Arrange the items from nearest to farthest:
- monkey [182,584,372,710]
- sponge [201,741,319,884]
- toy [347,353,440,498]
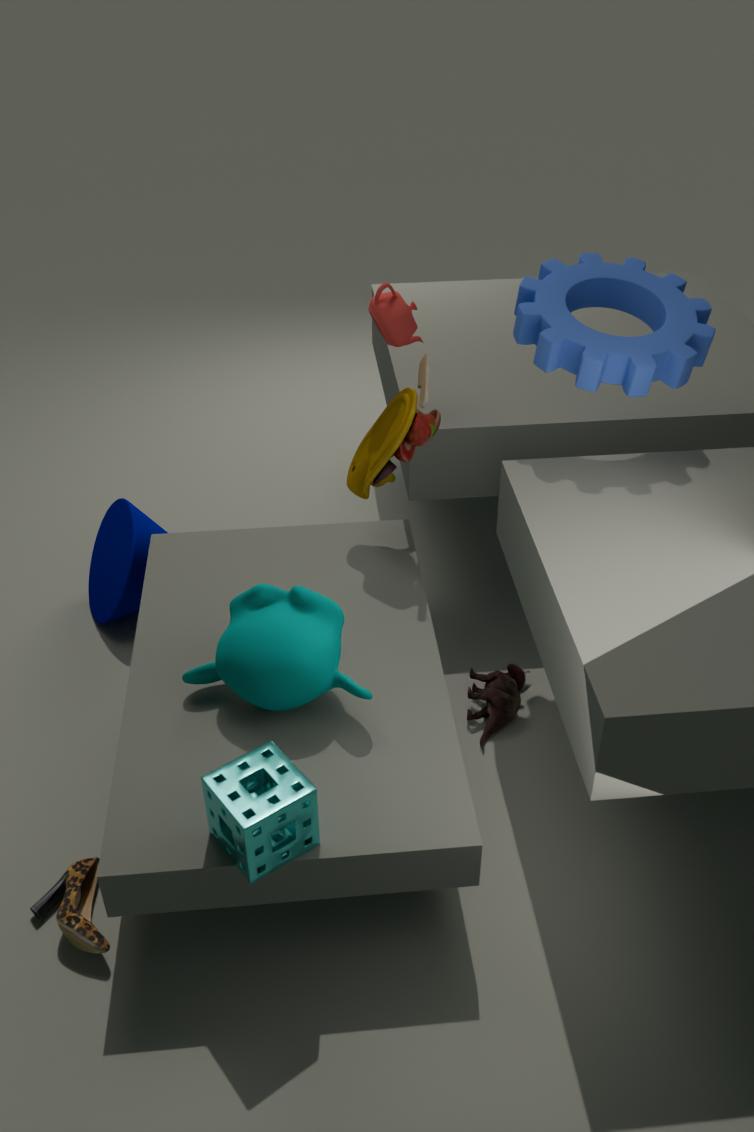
sponge [201,741,319,884]
monkey [182,584,372,710]
toy [347,353,440,498]
